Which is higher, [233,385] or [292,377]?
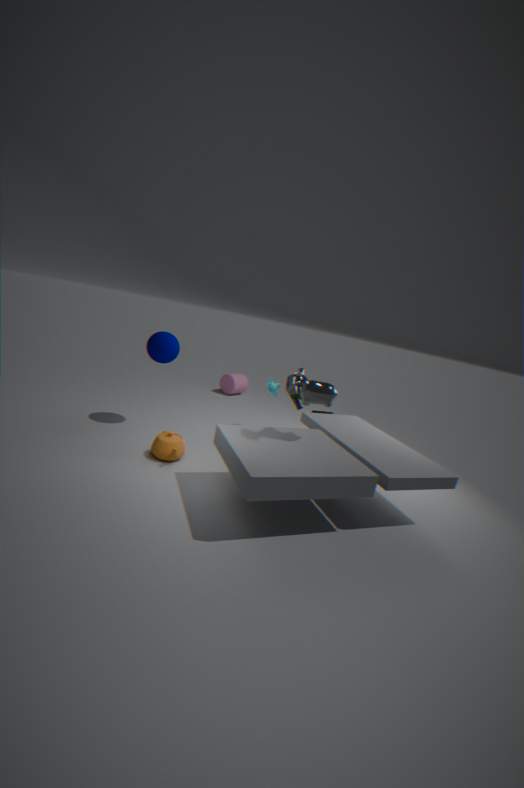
[292,377]
